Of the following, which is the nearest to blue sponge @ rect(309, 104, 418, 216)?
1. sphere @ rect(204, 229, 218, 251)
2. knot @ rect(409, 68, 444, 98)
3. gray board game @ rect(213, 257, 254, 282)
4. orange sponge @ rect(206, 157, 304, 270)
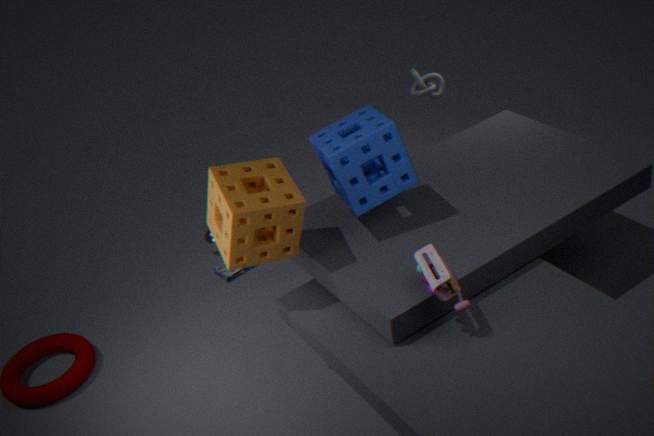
orange sponge @ rect(206, 157, 304, 270)
